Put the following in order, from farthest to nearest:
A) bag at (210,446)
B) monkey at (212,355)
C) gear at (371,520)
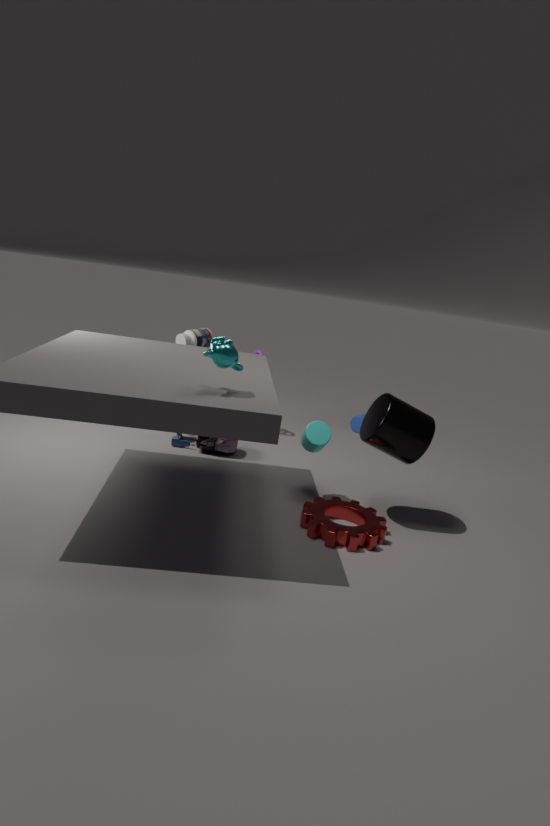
bag at (210,446)
gear at (371,520)
monkey at (212,355)
